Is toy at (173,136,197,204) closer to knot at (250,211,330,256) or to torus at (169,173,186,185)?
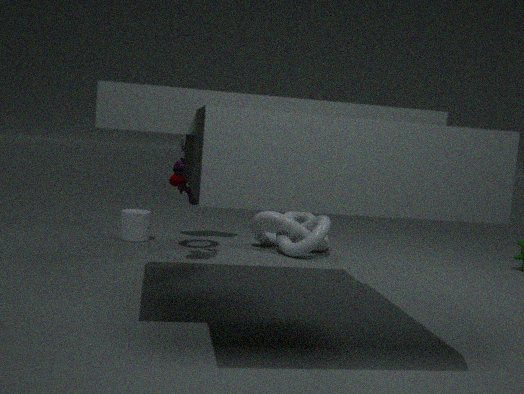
torus at (169,173,186,185)
